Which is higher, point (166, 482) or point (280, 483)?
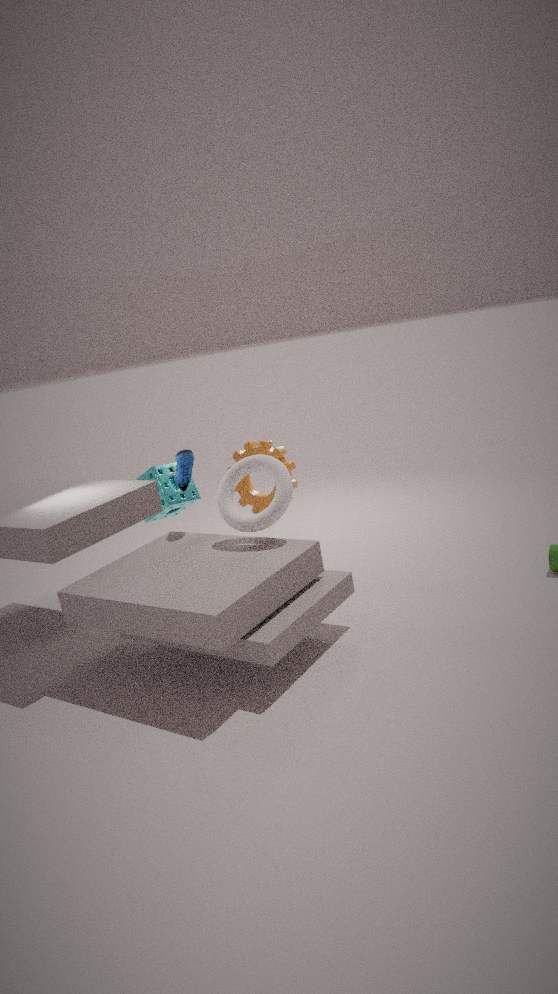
point (280, 483)
